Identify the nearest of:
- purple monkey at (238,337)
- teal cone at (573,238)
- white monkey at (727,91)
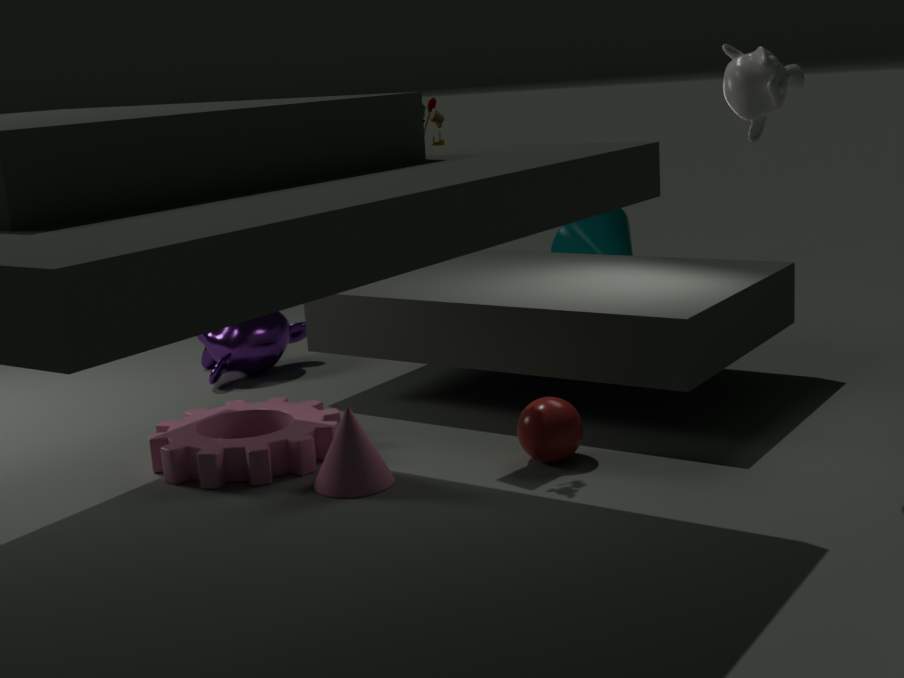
white monkey at (727,91)
